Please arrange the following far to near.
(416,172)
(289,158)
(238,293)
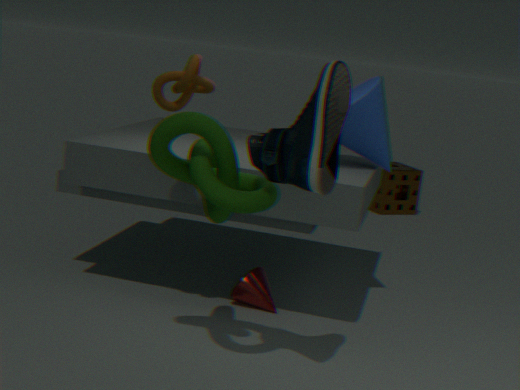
1. (416,172)
2. (238,293)
3. (289,158)
